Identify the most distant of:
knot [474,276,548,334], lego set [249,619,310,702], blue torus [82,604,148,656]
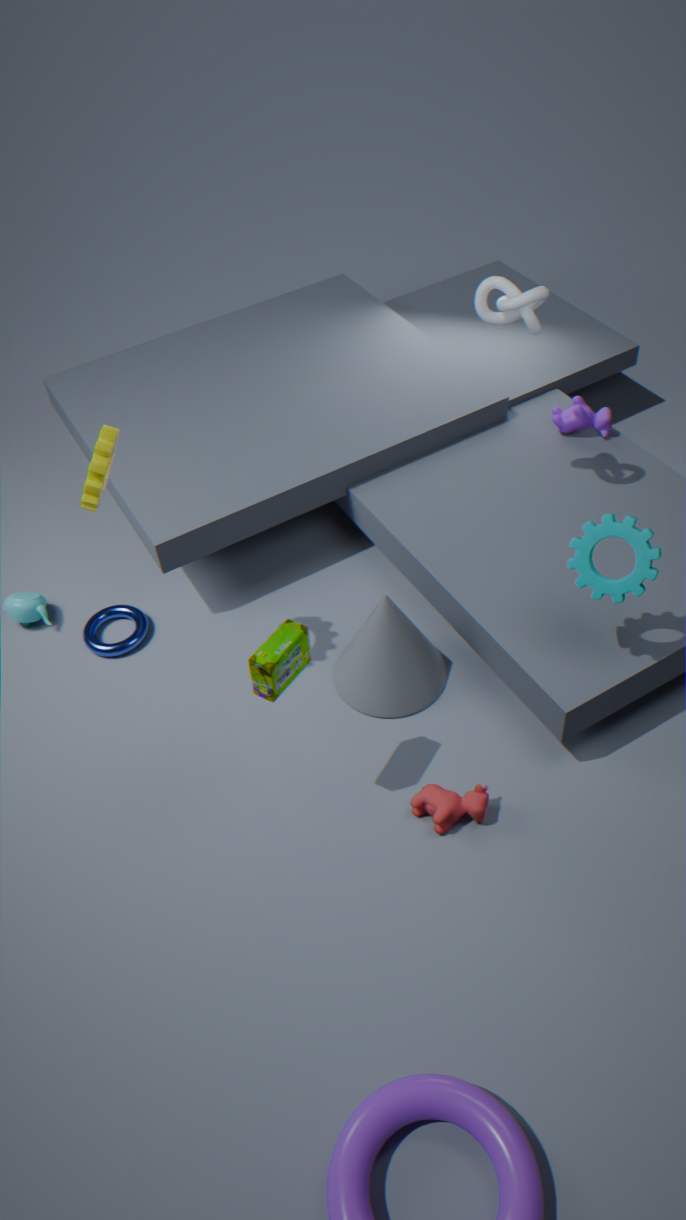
blue torus [82,604,148,656]
